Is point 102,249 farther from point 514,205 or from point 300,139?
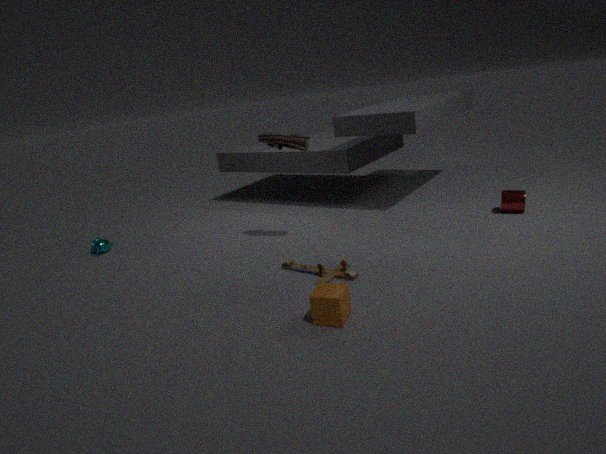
point 514,205
